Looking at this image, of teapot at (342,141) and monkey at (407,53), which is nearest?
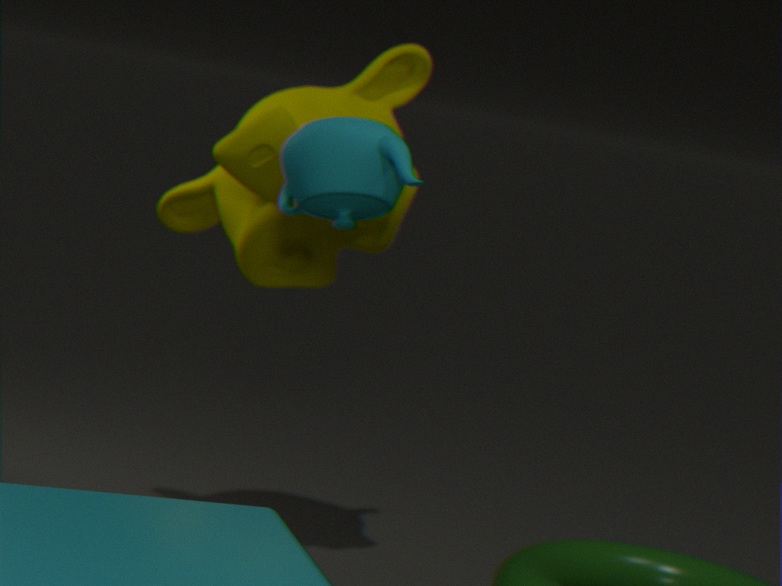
teapot at (342,141)
